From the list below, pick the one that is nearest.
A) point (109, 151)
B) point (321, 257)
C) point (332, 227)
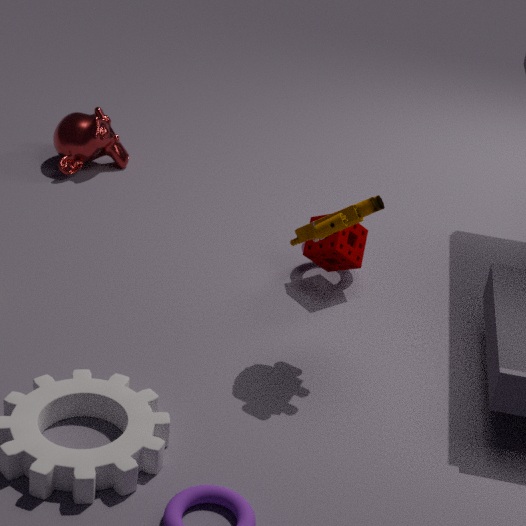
point (332, 227)
